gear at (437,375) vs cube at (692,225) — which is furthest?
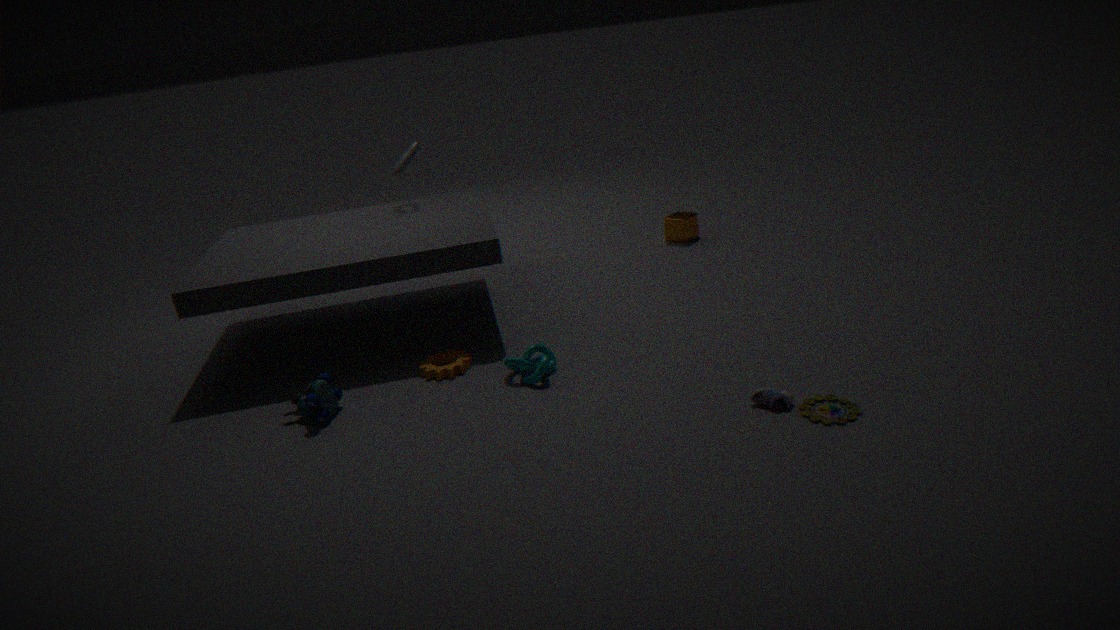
cube at (692,225)
